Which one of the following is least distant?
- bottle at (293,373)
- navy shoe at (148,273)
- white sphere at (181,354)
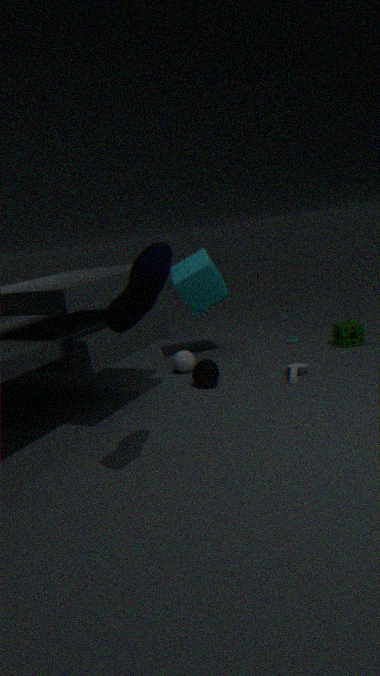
navy shoe at (148,273)
